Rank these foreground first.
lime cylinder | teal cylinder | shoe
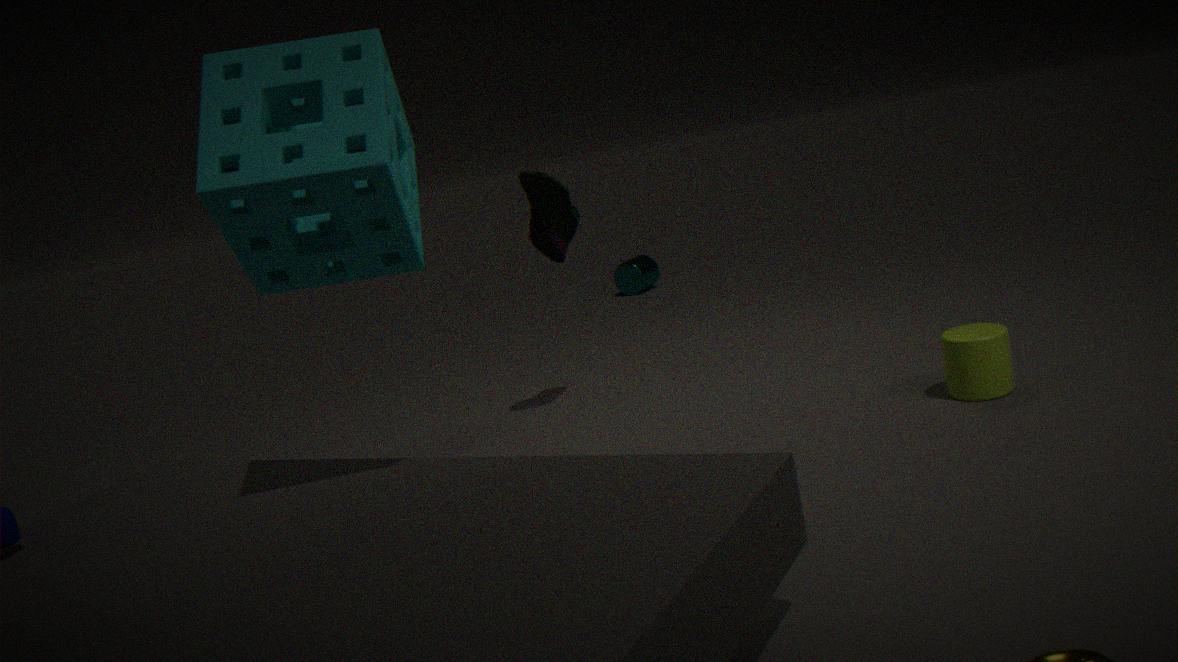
lime cylinder
shoe
teal cylinder
